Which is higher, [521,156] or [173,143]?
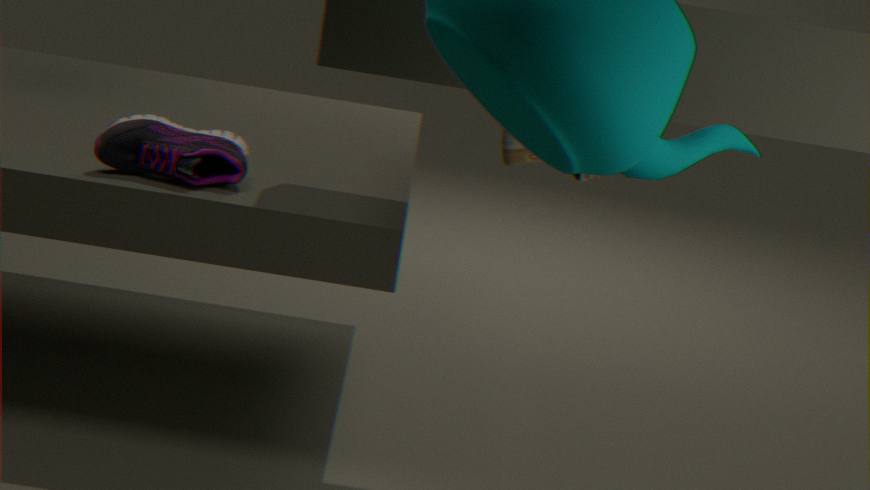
[521,156]
